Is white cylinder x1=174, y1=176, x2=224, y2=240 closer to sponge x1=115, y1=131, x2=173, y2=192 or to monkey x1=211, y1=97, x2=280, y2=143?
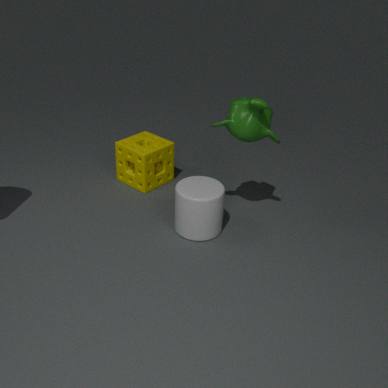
monkey x1=211, y1=97, x2=280, y2=143
